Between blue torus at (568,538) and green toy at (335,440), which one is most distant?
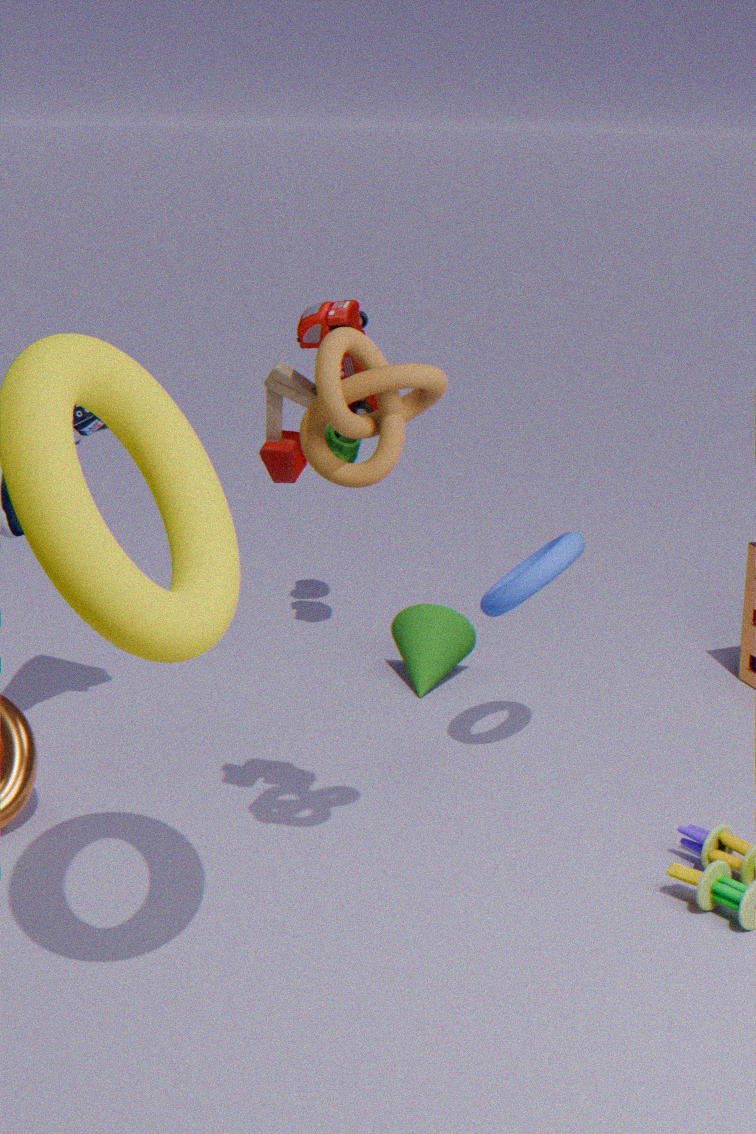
green toy at (335,440)
